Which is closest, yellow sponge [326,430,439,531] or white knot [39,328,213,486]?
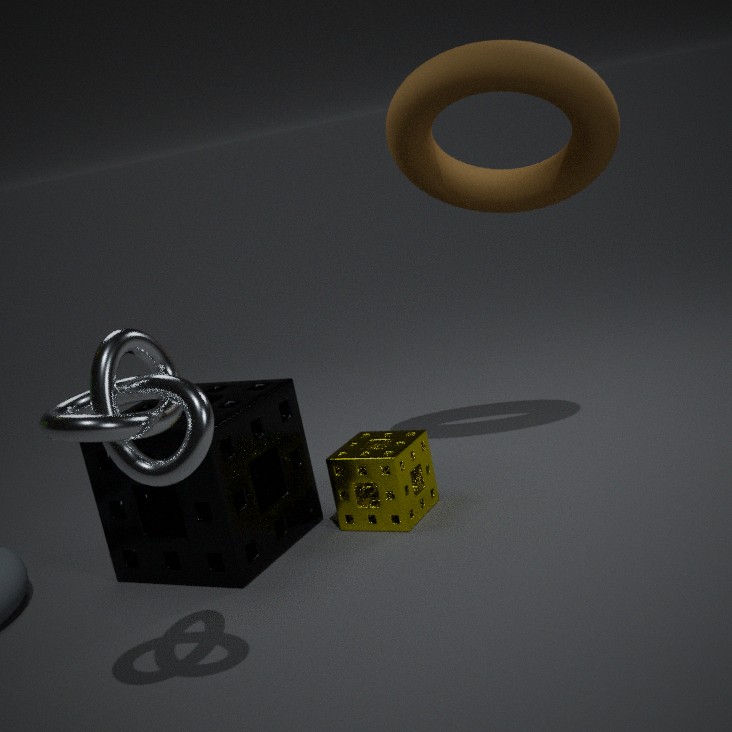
white knot [39,328,213,486]
